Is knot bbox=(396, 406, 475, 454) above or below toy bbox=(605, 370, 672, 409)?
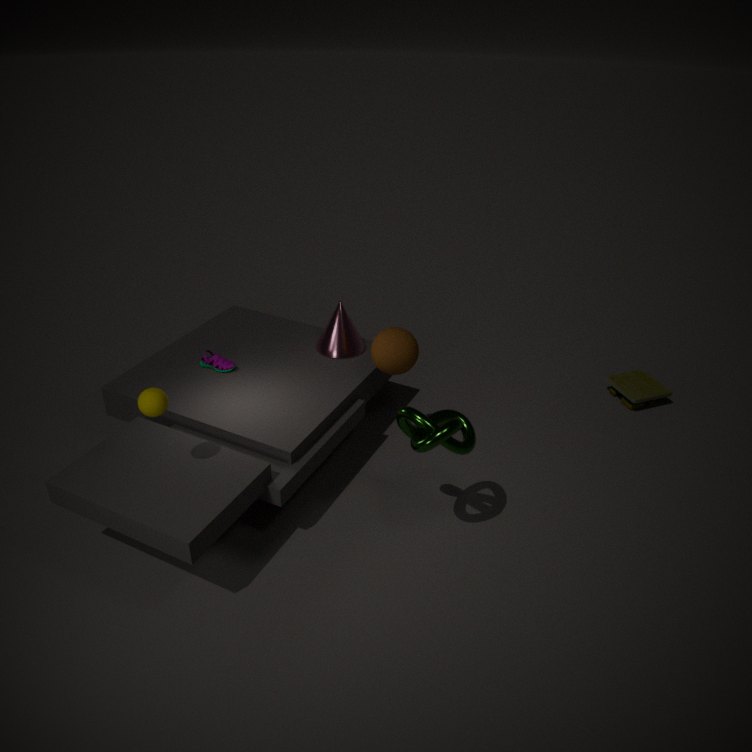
above
